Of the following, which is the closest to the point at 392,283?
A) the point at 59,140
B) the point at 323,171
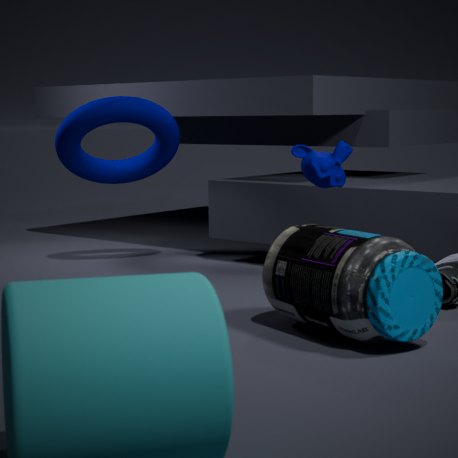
the point at 323,171
